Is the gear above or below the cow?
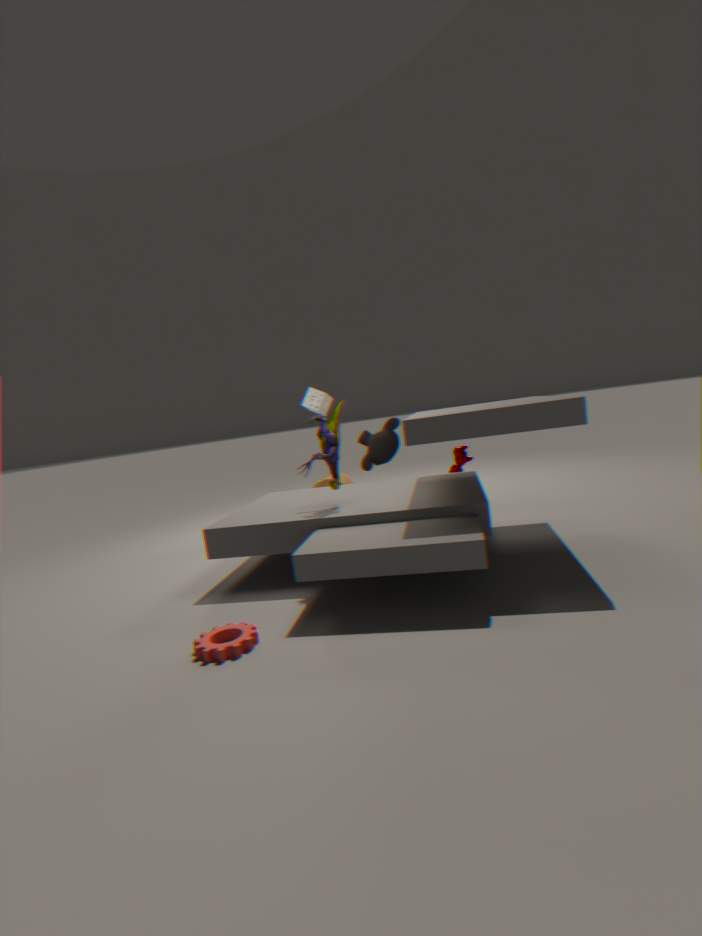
below
